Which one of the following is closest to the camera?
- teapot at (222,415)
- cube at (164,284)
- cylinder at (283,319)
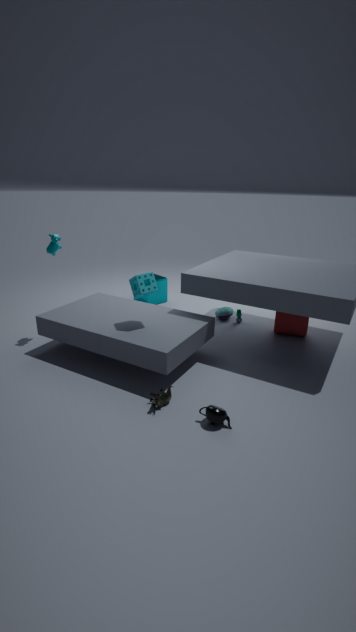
teapot at (222,415)
